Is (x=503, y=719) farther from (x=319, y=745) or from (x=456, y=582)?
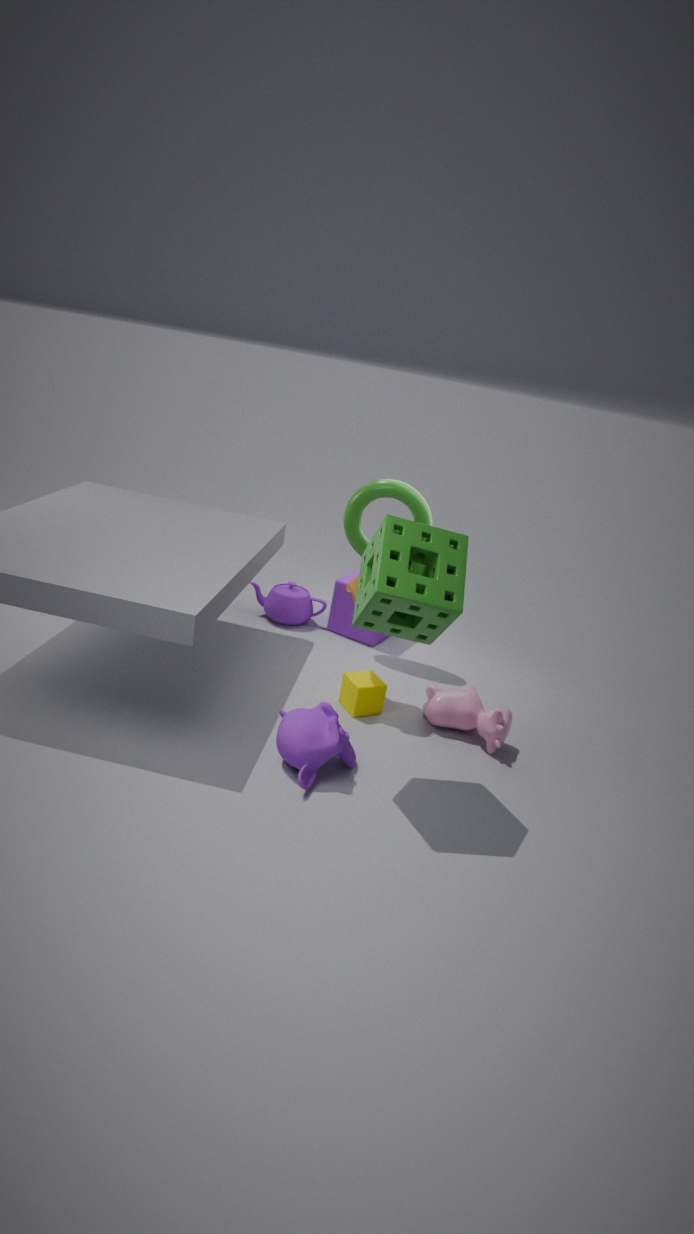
(x=456, y=582)
